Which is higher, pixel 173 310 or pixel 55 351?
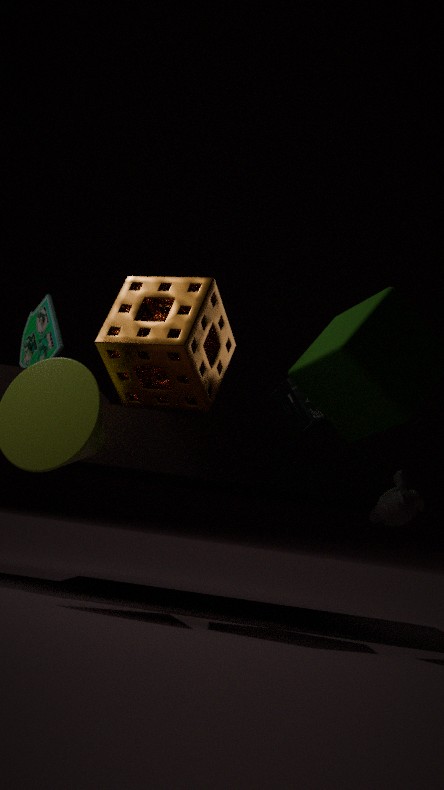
pixel 55 351
